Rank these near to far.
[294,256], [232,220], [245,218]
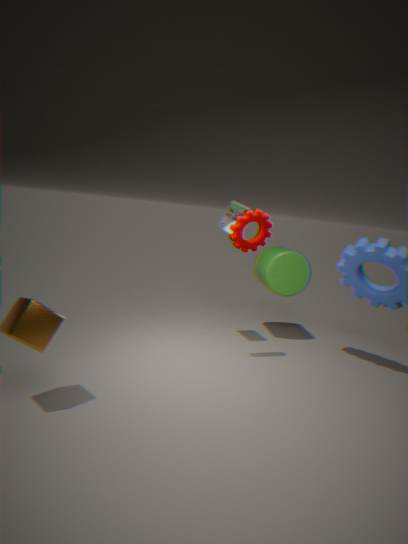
[245,218] < [232,220] < [294,256]
